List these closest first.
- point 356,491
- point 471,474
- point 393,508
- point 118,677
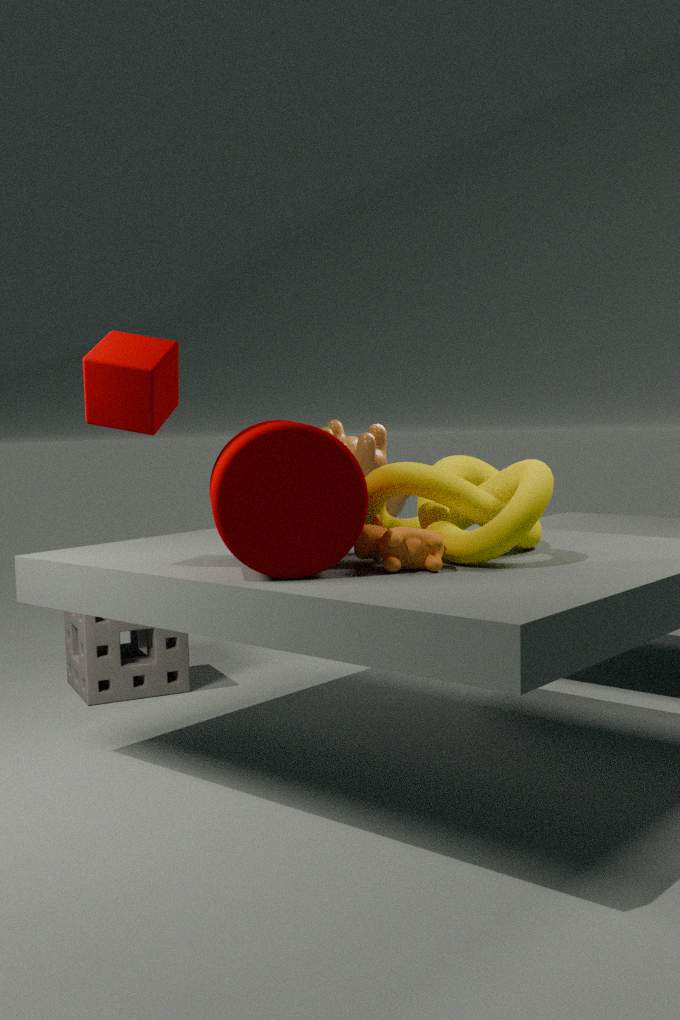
point 356,491, point 471,474, point 118,677, point 393,508
